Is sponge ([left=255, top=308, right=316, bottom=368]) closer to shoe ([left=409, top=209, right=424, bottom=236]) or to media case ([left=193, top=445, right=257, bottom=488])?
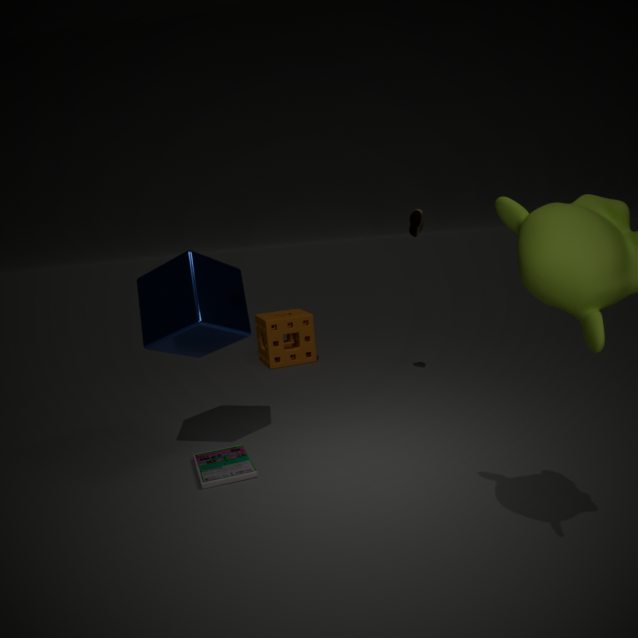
shoe ([left=409, top=209, right=424, bottom=236])
